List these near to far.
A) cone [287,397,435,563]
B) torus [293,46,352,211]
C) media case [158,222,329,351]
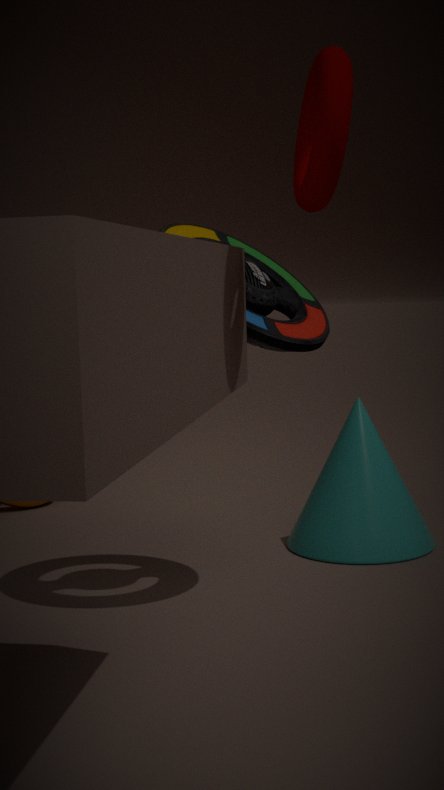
torus [293,46,352,211], media case [158,222,329,351], cone [287,397,435,563]
